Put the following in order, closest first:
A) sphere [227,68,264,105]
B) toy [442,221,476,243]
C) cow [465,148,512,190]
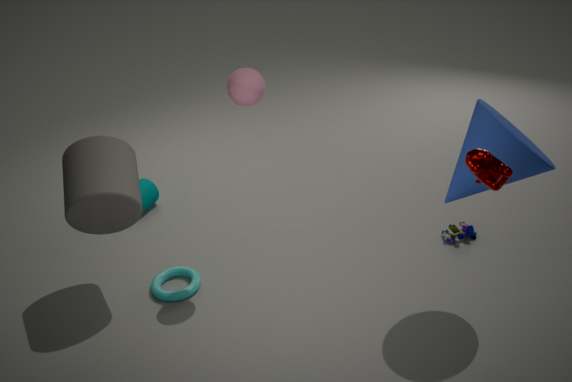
cow [465,148,512,190], sphere [227,68,264,105], toy [442,221,476,243]
